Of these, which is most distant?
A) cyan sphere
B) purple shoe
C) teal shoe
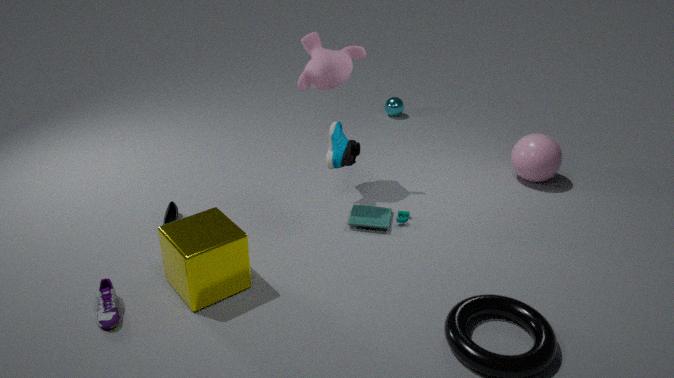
cyan sphere
